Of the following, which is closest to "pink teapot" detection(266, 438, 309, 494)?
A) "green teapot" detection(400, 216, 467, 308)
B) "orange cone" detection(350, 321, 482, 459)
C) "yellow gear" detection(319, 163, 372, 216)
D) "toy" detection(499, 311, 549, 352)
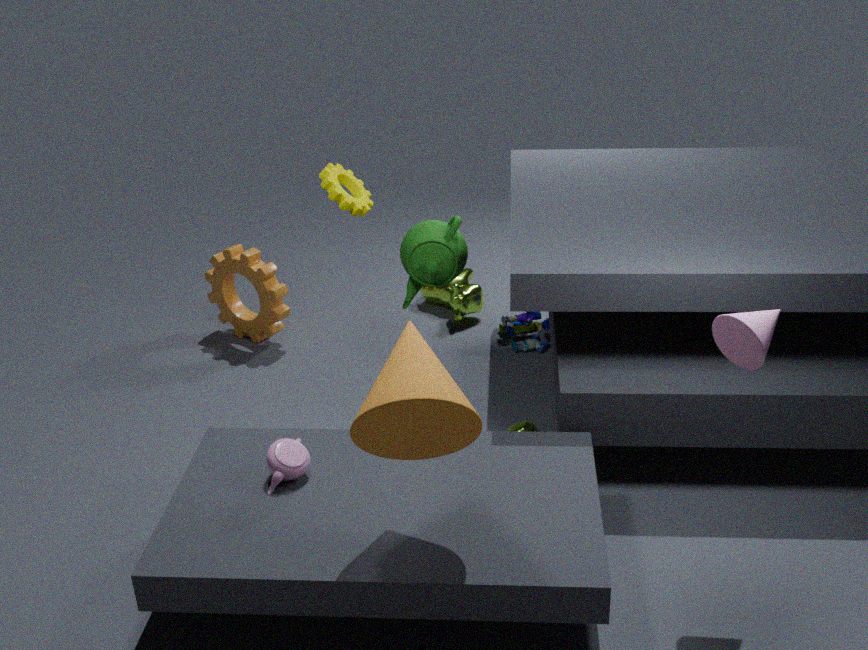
"orange cone" detection(350, 321, 482, 459)
